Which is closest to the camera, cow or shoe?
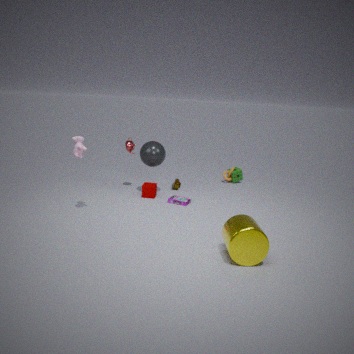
cow
